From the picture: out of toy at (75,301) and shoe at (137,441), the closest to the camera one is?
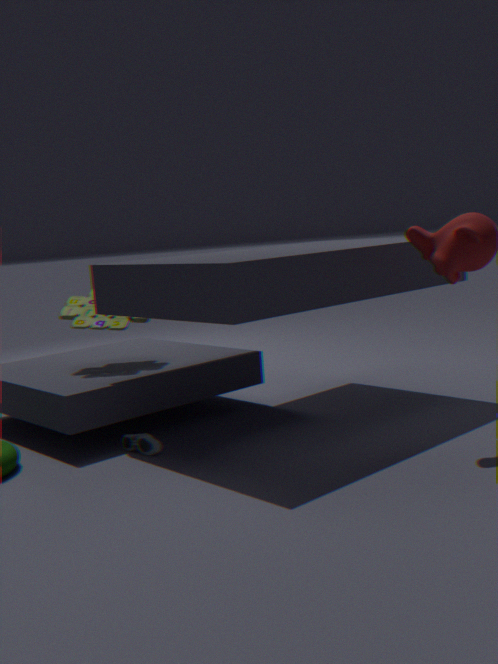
shoe at (137,441)
